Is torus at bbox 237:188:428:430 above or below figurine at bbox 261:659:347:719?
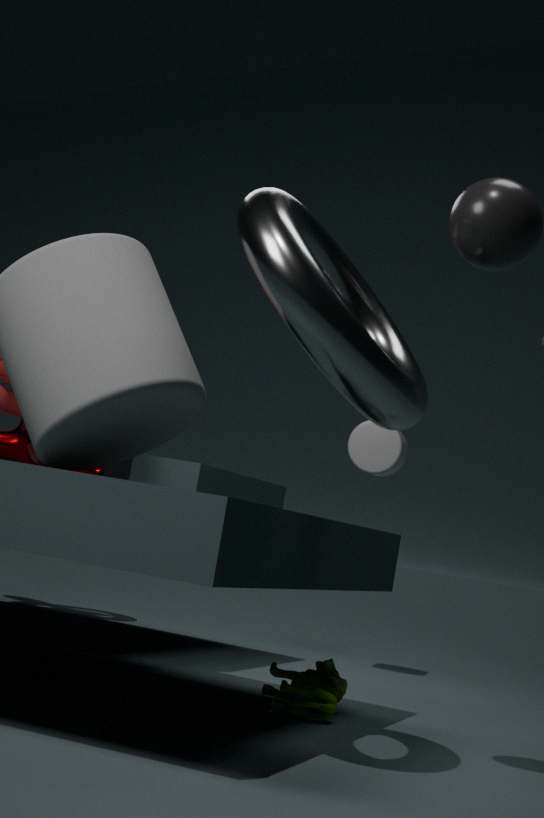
above
